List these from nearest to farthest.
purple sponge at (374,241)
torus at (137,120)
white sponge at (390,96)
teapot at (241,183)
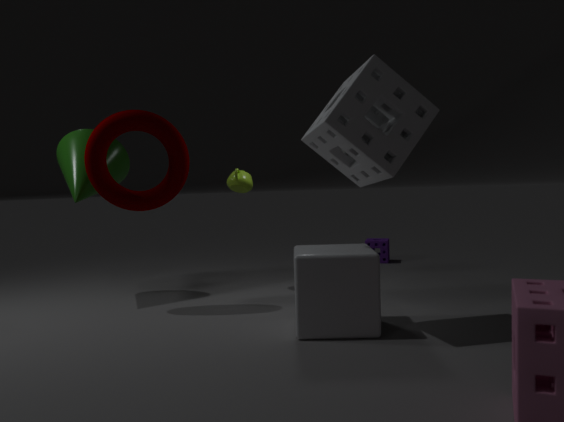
1. white sponge at (390,96)
2. torus at (137,120)
3. teapot at (241,183)
4. purple sponge at (374,241)
